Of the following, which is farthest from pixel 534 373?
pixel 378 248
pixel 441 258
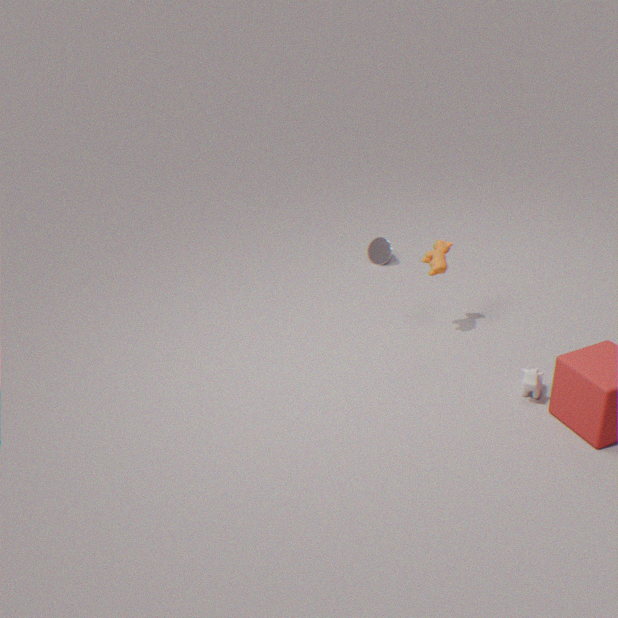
pixel 378 248
